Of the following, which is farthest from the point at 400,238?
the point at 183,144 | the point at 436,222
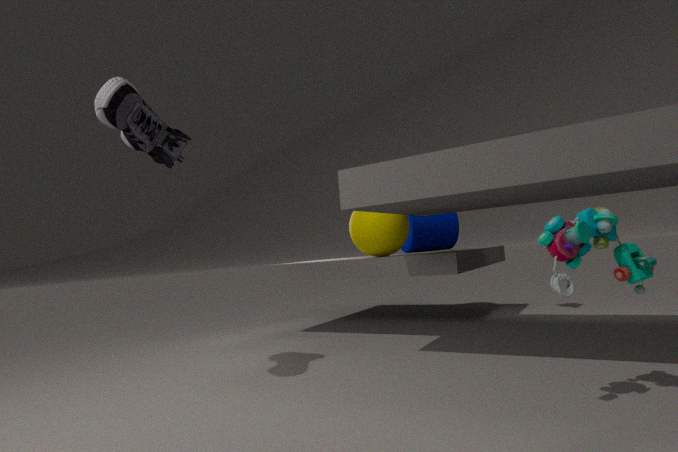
the point at 183,144
